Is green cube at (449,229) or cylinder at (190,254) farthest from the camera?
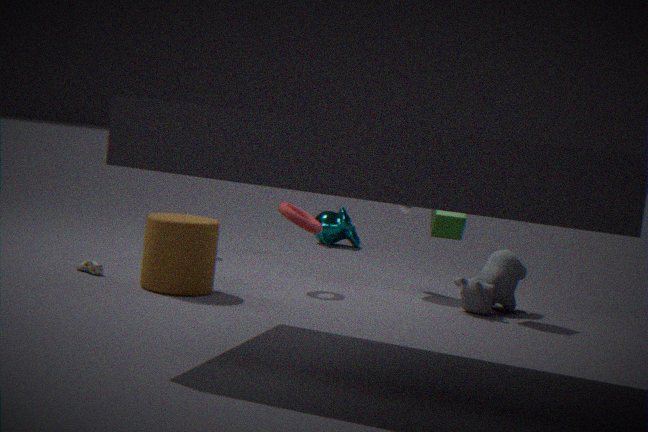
green cube at (449,229)
